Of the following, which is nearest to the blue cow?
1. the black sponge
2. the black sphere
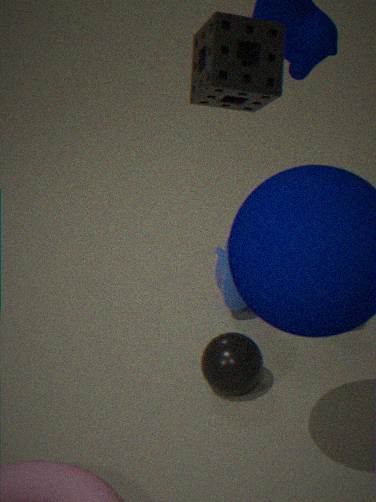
the black sphere
